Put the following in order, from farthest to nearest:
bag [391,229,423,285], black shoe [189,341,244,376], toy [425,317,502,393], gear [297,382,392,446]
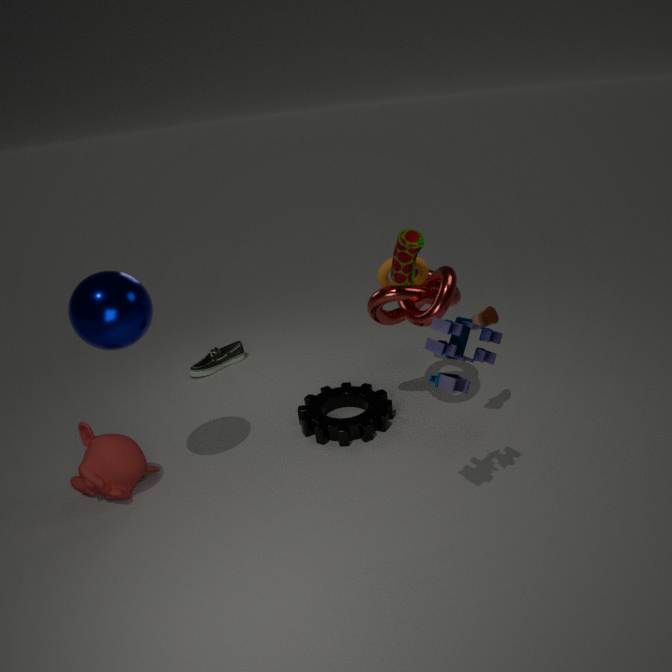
black shoe [189,341,244,376], gear [297,382,392,446], bag [391,229,423,285], toy [425,317,502,393]
